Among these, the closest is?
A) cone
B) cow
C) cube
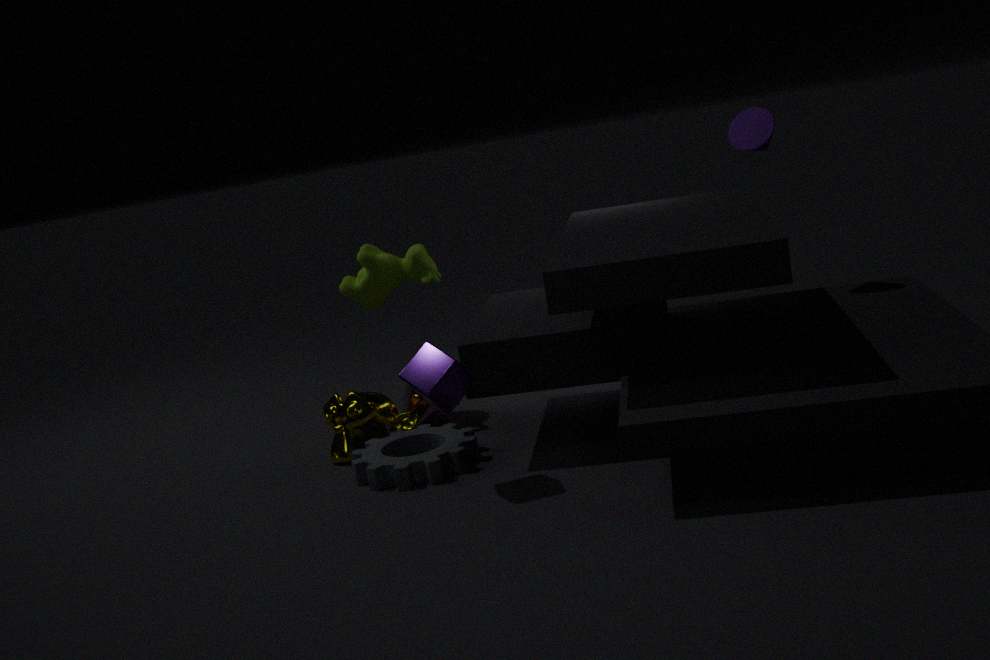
cube
